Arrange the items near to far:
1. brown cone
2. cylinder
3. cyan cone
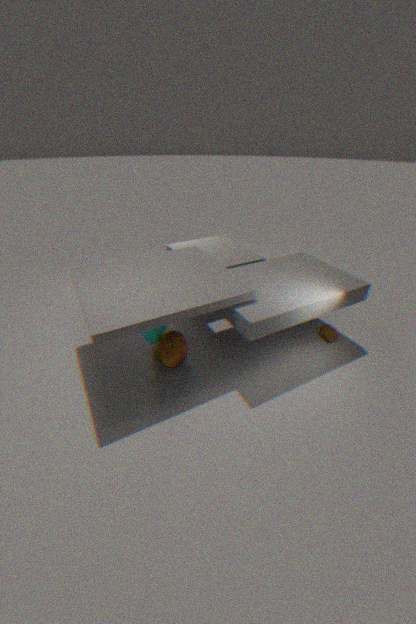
cyan cone < brown cone < cylinder
